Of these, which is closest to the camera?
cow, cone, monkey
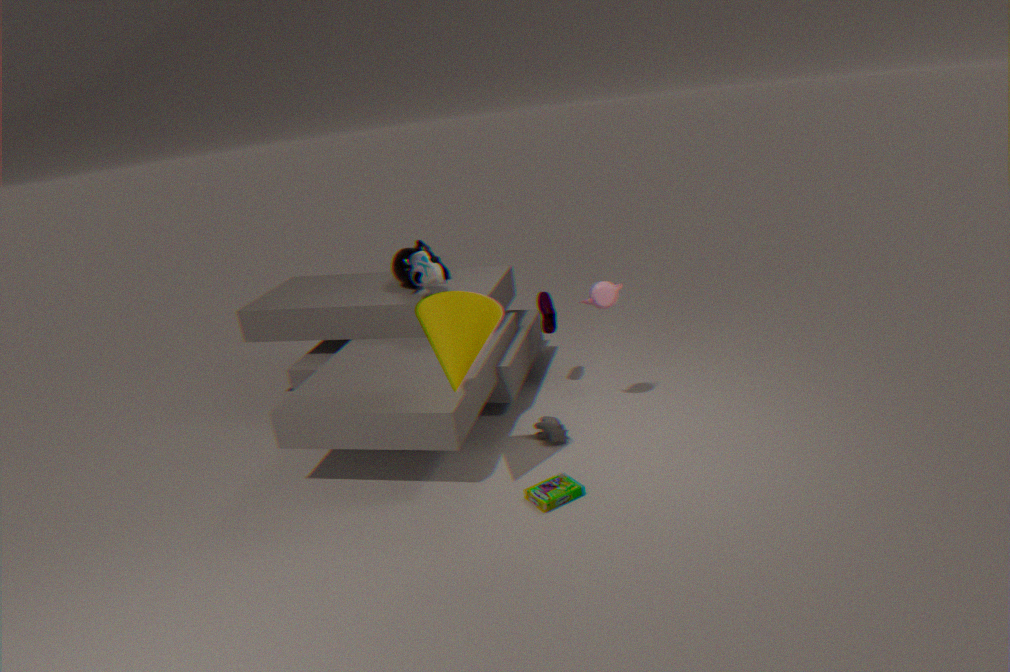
cone
